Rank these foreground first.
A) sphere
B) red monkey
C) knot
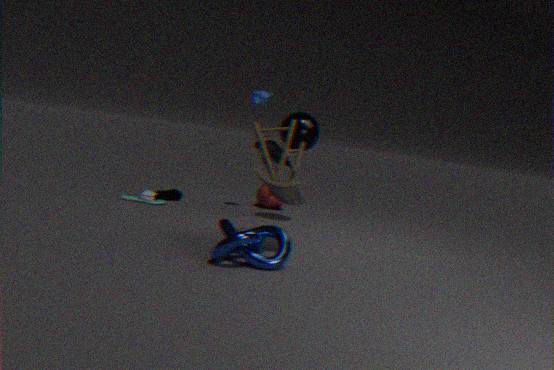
1. knot
2. sphere
3. red monkey
